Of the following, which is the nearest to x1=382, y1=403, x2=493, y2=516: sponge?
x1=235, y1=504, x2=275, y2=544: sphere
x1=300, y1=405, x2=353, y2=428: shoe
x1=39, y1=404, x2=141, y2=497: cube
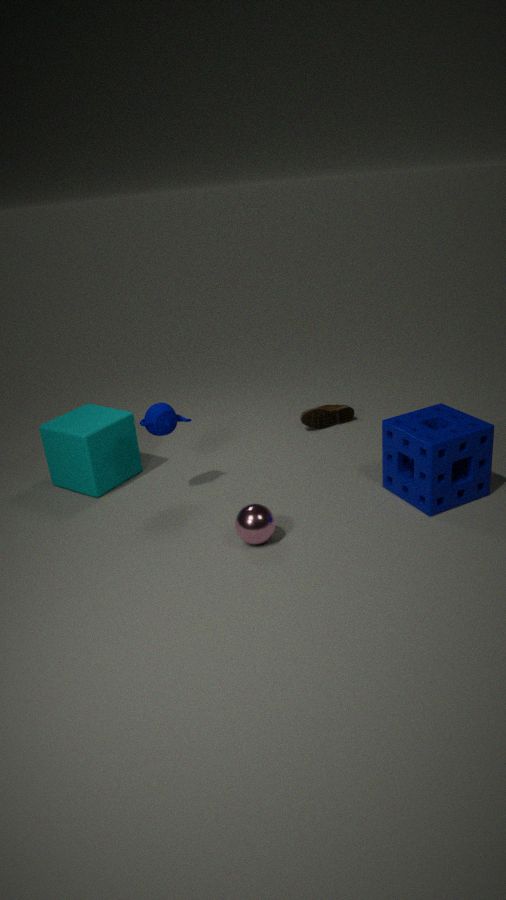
x1=235, y1=504, x2=275, y2=544: sphere
